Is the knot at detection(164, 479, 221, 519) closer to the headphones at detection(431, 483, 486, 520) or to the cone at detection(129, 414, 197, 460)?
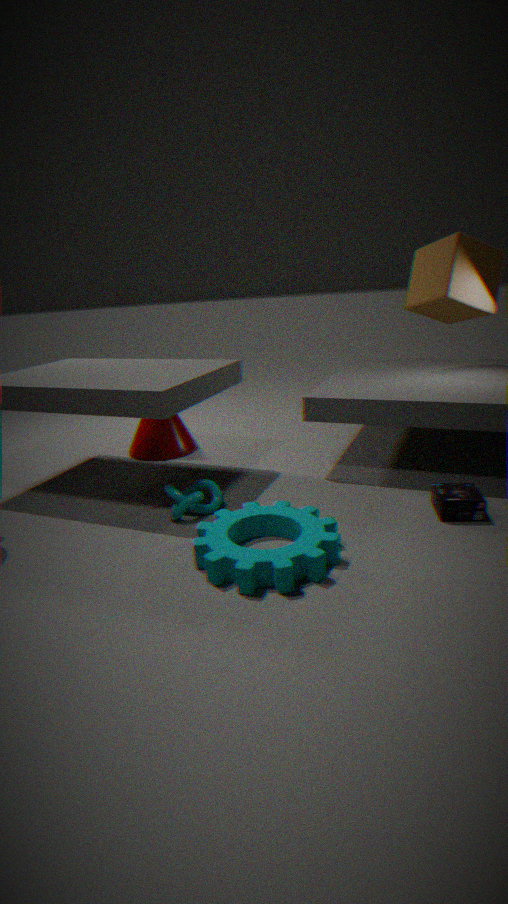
the cone at detection(129, 414, 197, 460)
